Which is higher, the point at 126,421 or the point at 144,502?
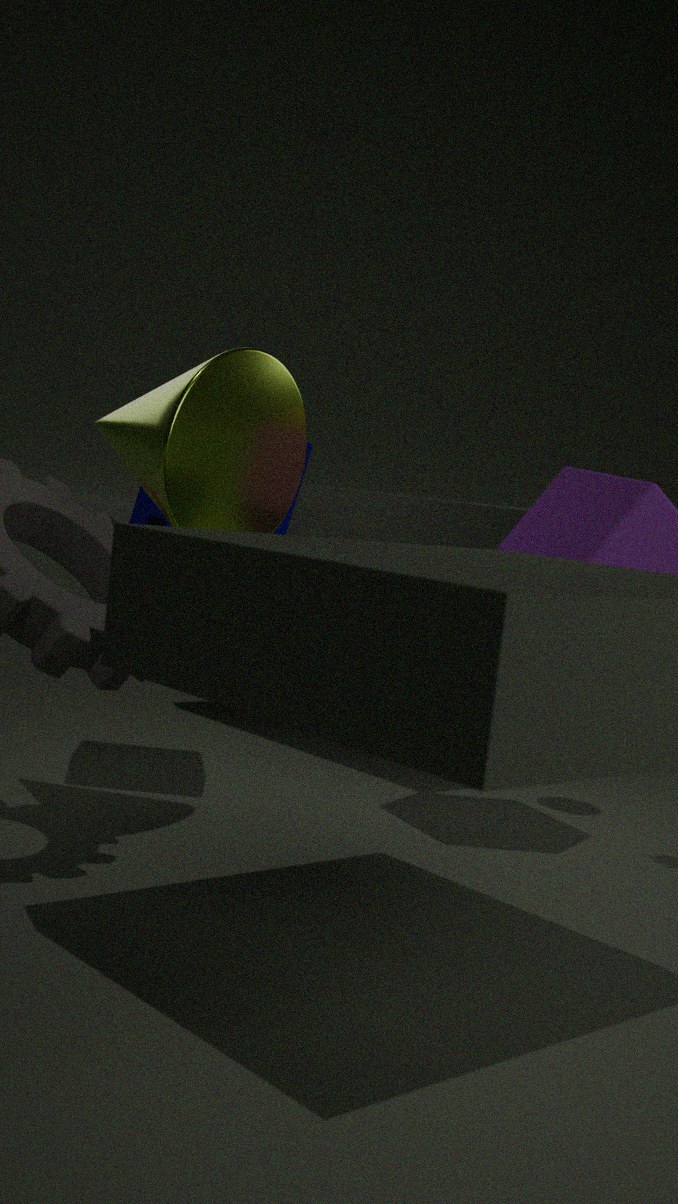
the point at 126,421
